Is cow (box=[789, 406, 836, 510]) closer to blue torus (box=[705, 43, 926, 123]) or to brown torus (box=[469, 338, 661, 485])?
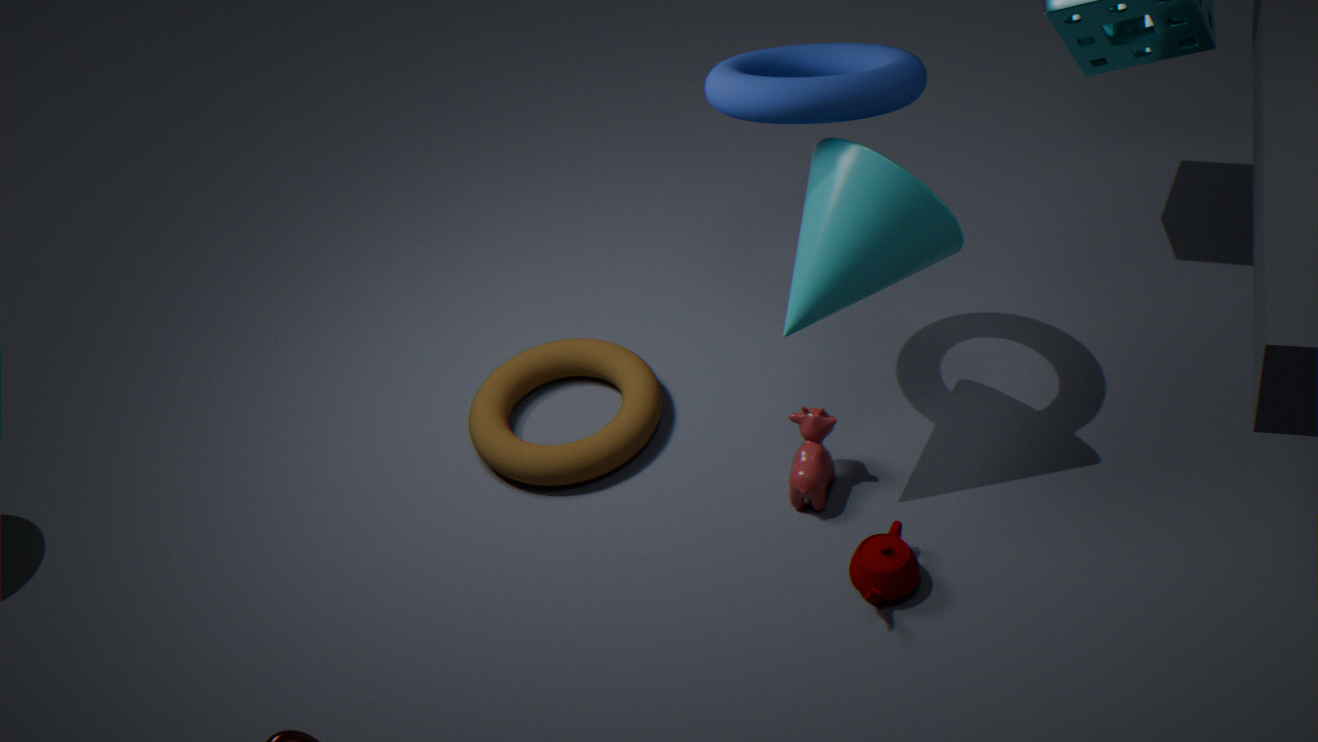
brown torus (box=[469, 338, 661, 485])
